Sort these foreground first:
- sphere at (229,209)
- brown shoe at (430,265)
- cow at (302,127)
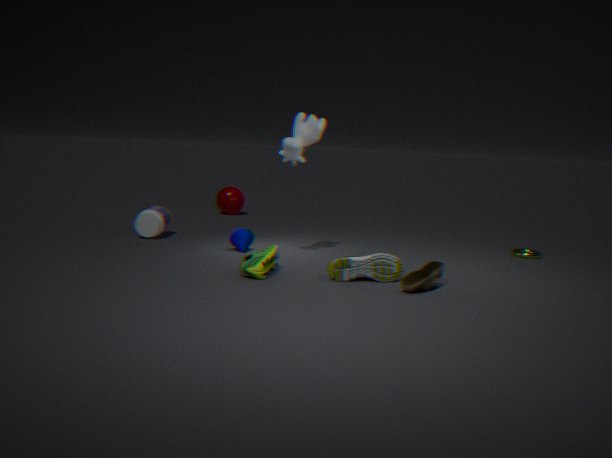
brown shoe at (430,265) → cow at (302,127) → sphere at (229,209)
